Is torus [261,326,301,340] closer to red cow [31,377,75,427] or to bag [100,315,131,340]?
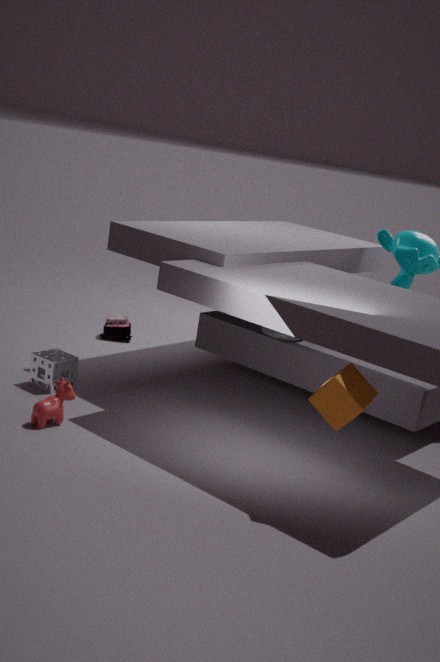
bag [100,315,131,340]
